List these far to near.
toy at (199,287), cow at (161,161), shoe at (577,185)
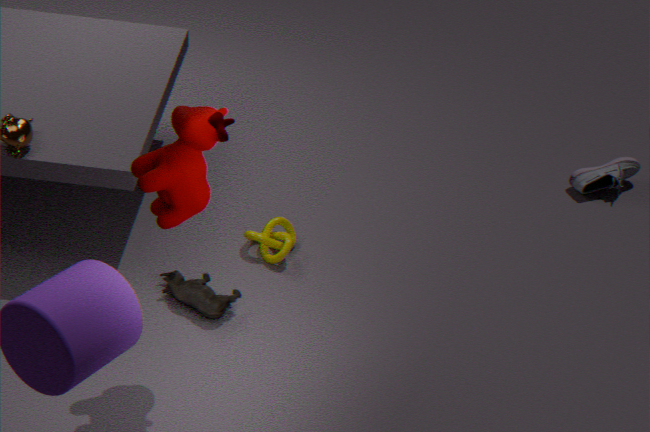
shoe at (577,185), toy at (199,287), cow at (161,161)
